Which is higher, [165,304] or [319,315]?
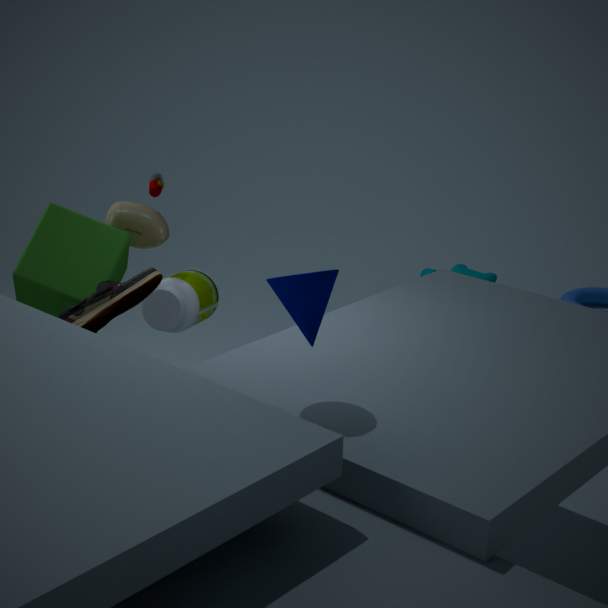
[319,315]
